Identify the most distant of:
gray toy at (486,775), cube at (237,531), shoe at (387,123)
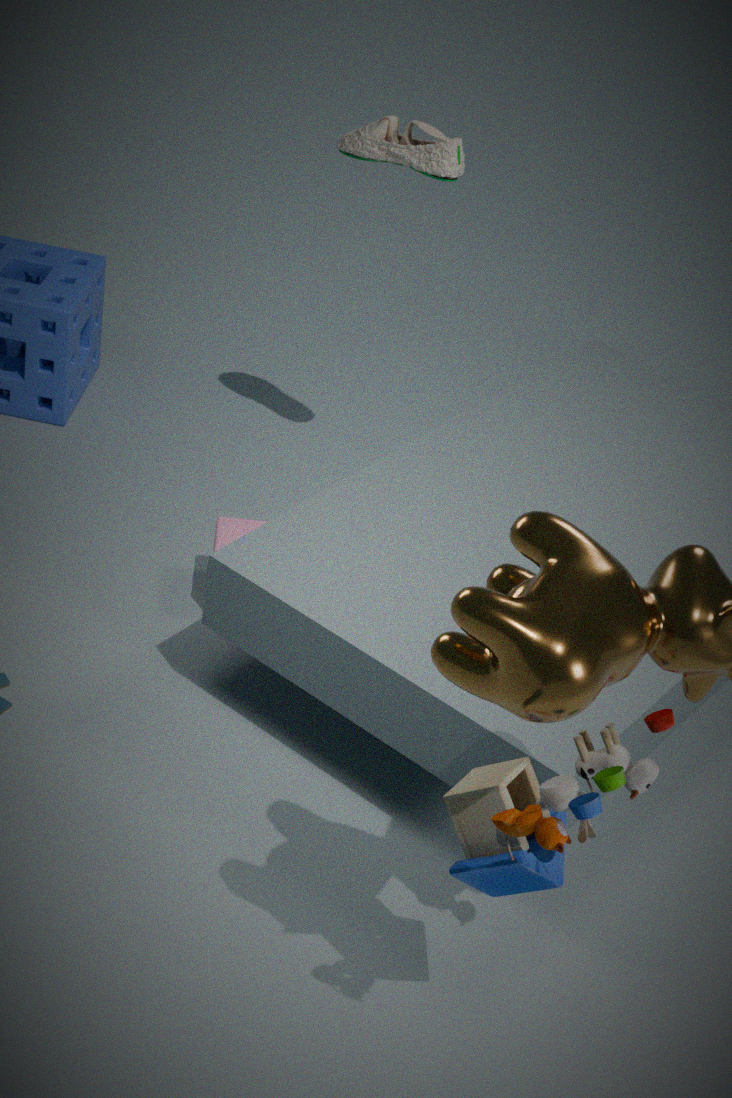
cube at (237,531)
